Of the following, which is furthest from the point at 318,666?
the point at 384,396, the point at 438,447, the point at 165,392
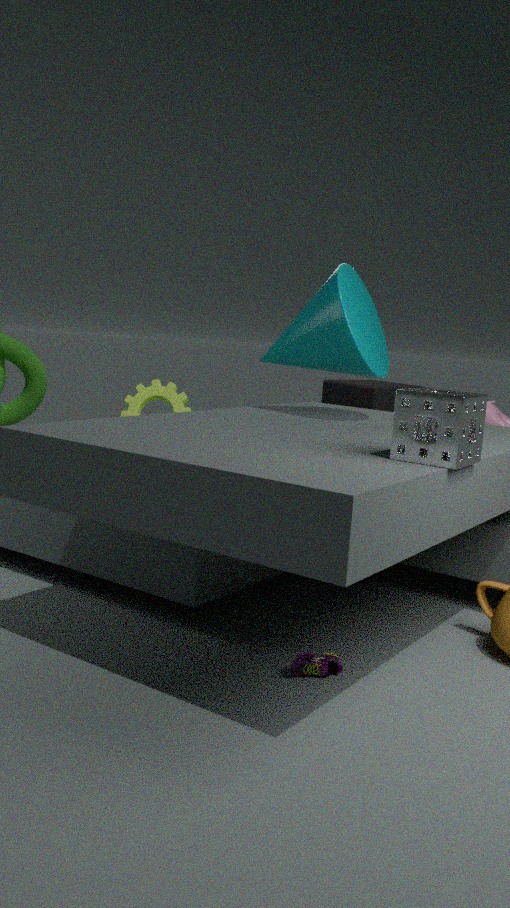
the point at 384,396
